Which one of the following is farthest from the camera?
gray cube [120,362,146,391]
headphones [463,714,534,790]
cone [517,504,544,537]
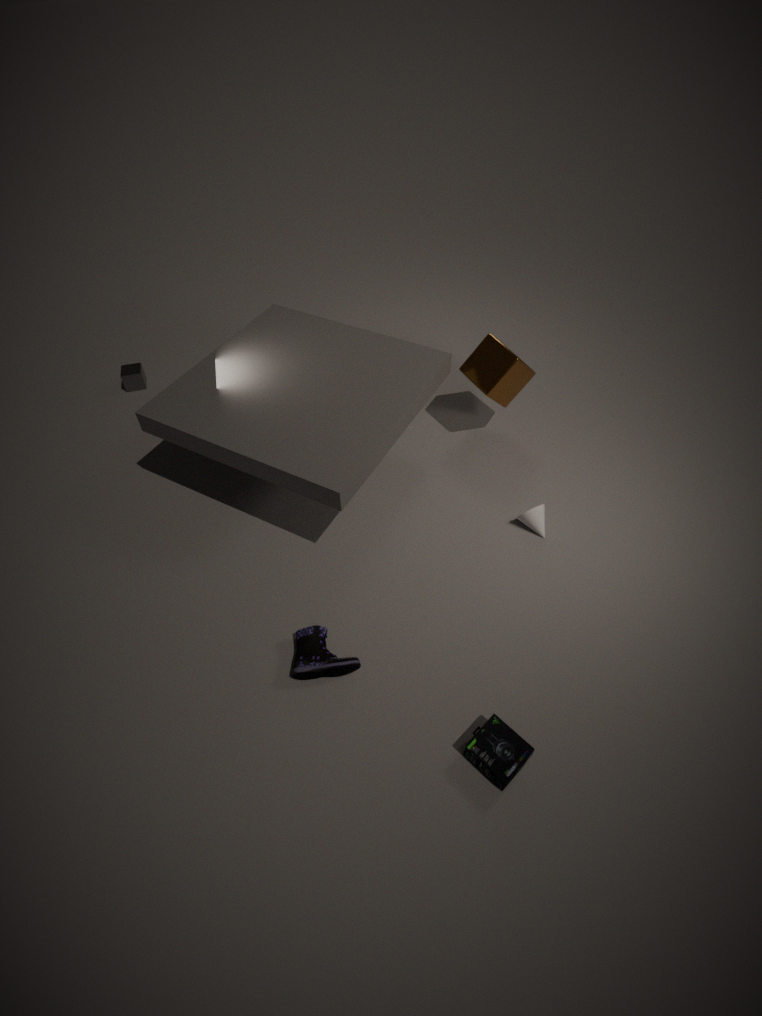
gray cube [120,362,146,391]
